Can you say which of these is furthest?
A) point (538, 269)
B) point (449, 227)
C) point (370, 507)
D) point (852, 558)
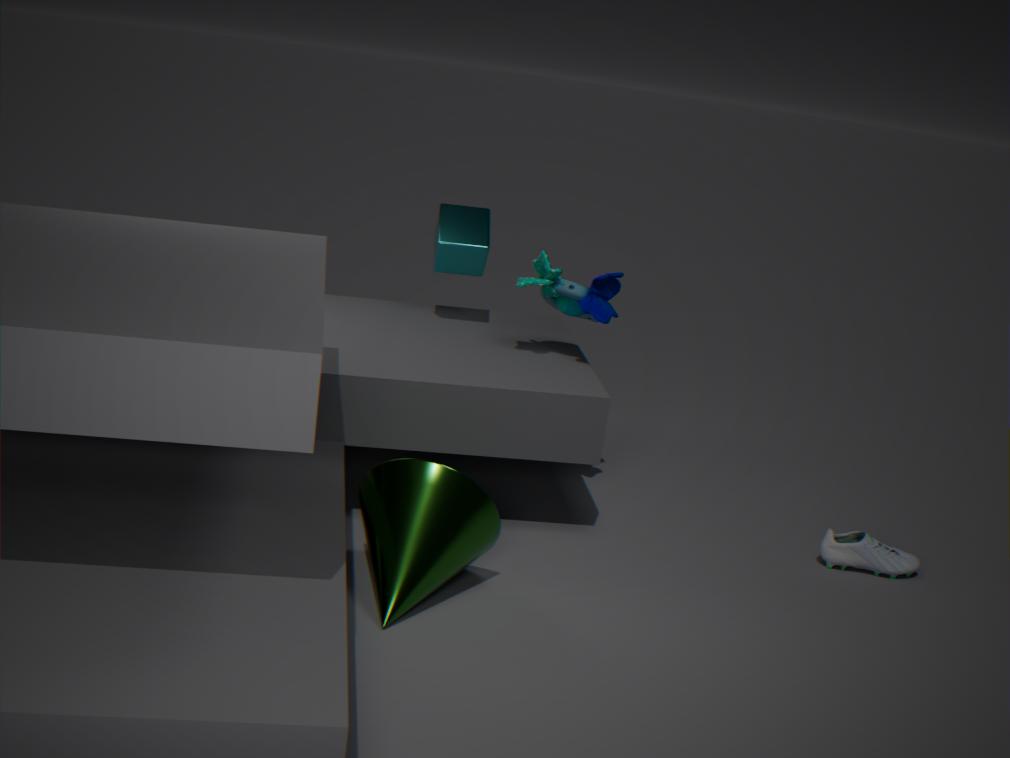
point (449, 227)
